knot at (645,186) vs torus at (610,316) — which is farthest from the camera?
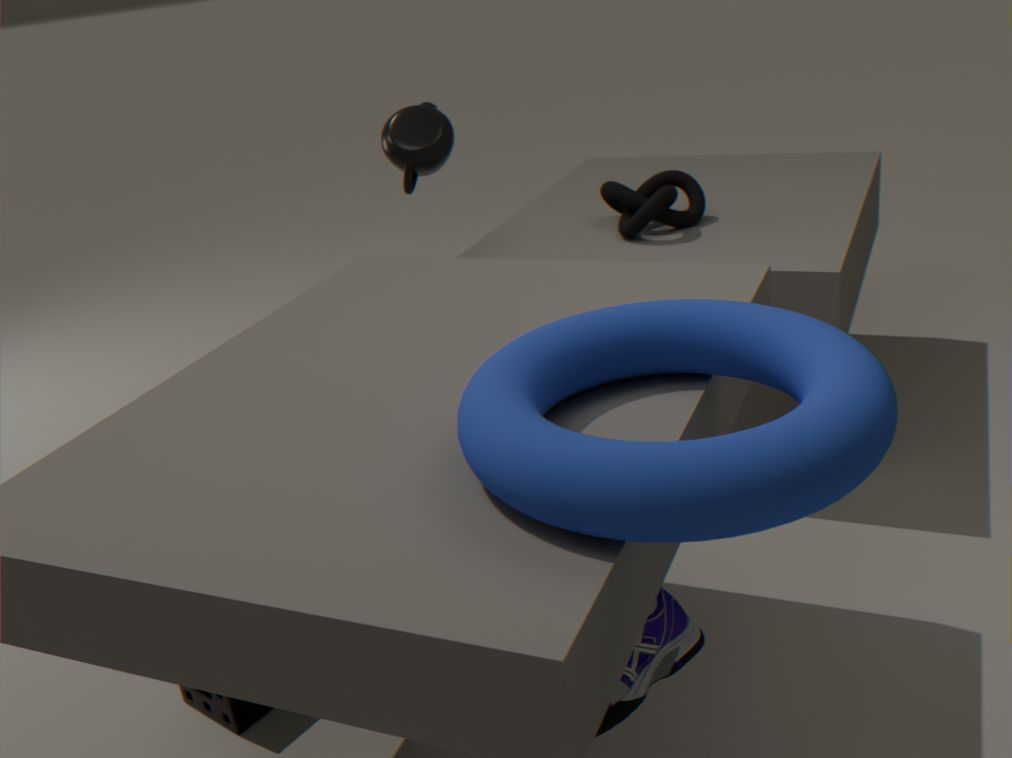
knot at (645,186)
